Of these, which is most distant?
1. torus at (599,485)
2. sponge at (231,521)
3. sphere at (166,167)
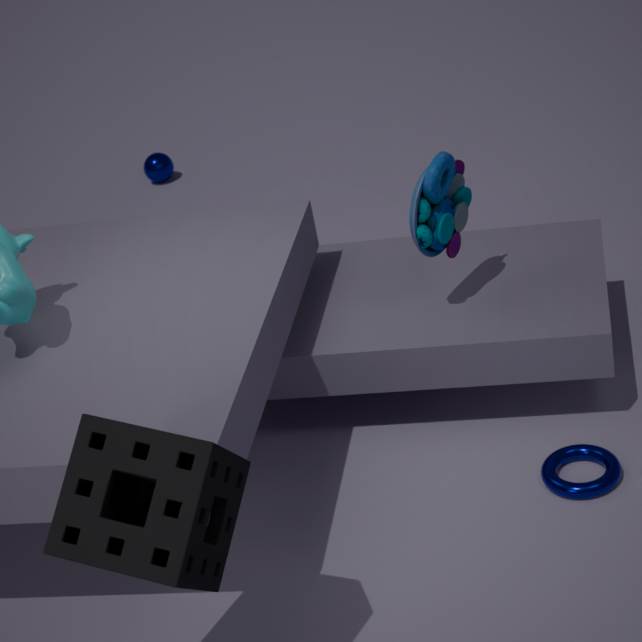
sphere at (166,167)
